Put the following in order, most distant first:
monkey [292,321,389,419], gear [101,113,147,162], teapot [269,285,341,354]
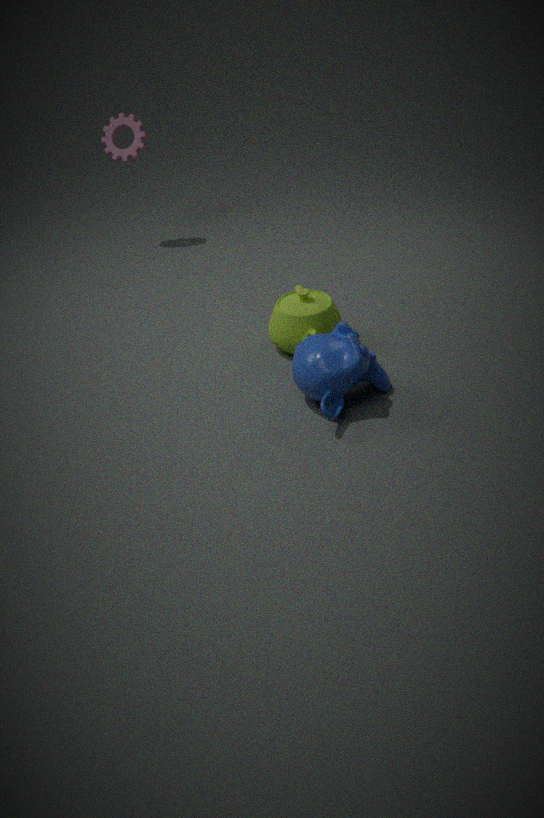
gear [101,113,147,162], teapot [269,285,341,354], monkey [292,321,389,419]
